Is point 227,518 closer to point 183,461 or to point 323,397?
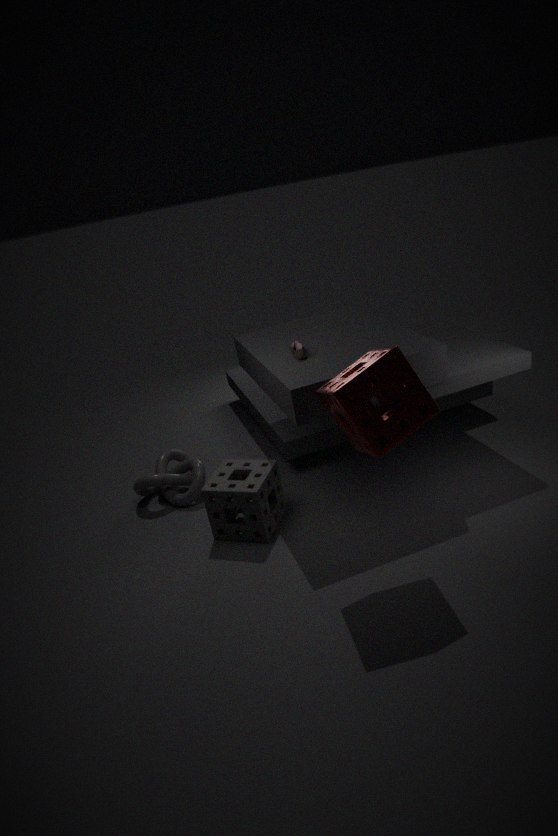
point 183,461
